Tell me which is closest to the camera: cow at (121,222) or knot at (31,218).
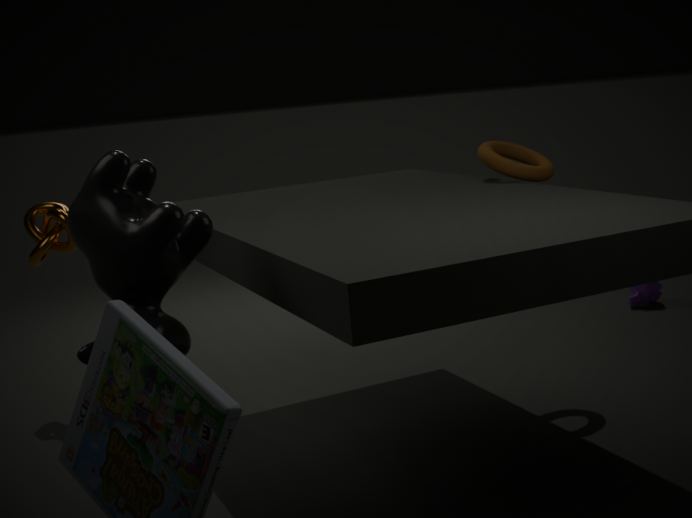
cow at (121,222)
